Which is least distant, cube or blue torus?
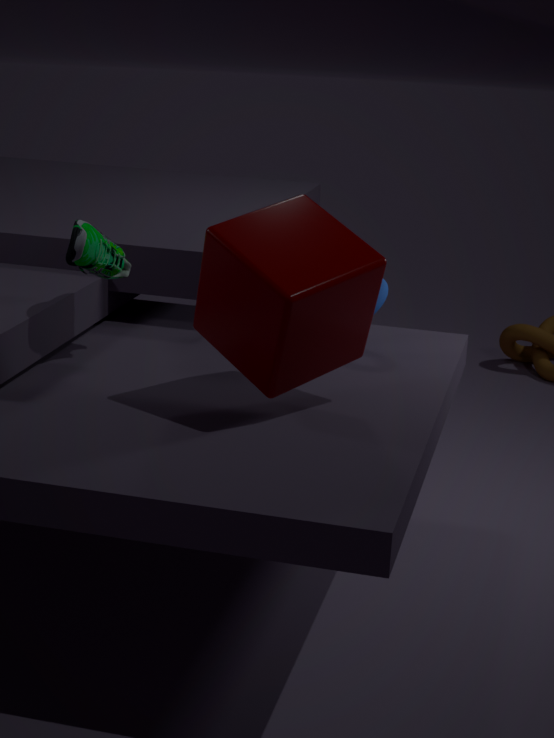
cube
